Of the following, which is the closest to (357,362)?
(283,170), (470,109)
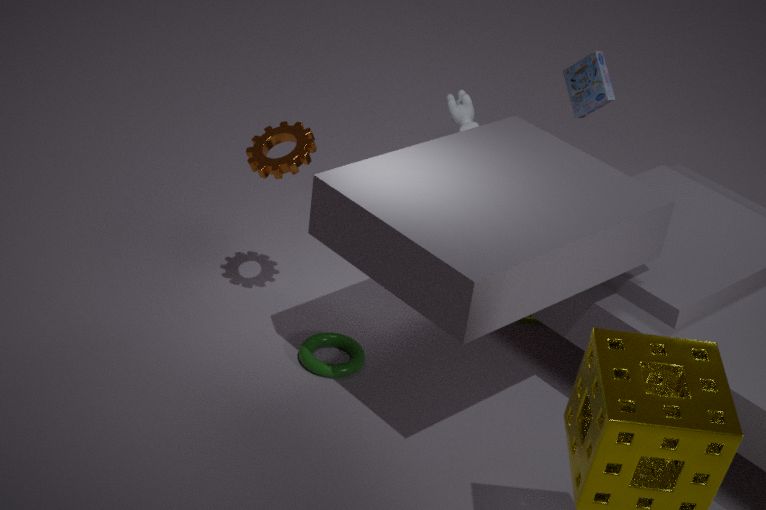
(283,170)
